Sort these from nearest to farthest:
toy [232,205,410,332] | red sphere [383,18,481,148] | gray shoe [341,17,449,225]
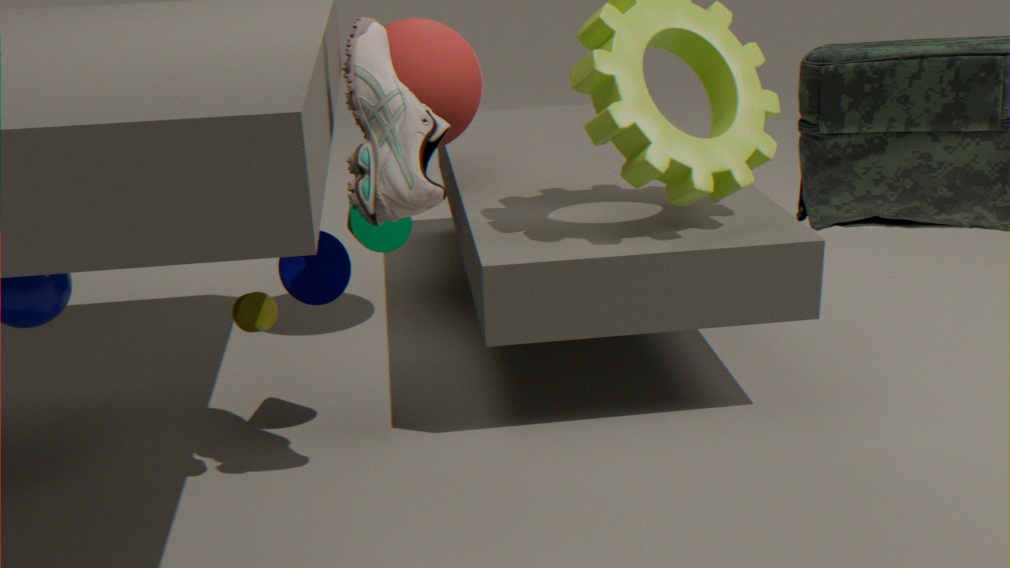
gray shoe [341,17,449,225]
toy [232,205,410,332]
red sphere [383,18,481,148]
